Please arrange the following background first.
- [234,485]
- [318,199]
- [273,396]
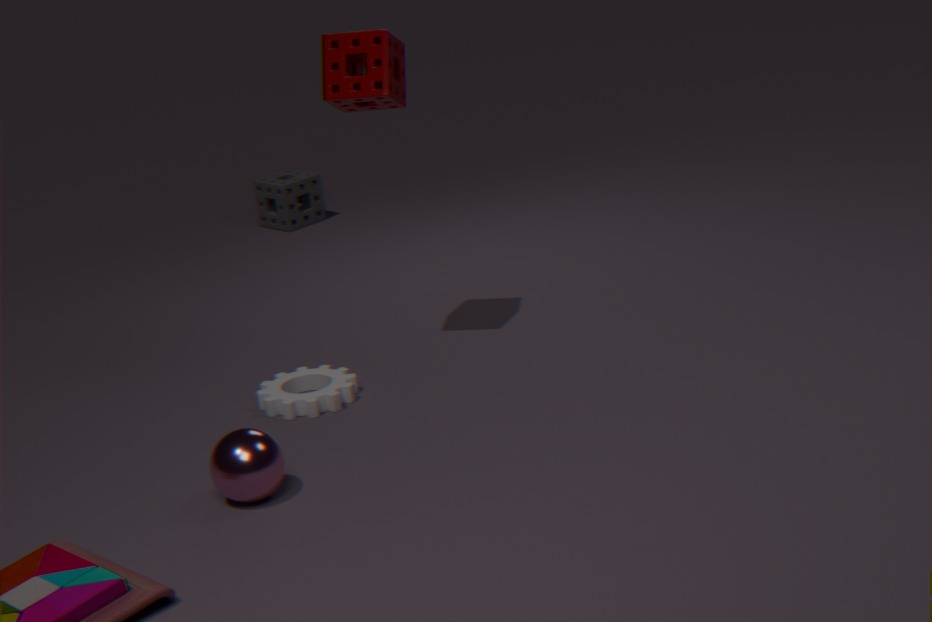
1. [318,199]
2. [273,396]
3. [234,485]
